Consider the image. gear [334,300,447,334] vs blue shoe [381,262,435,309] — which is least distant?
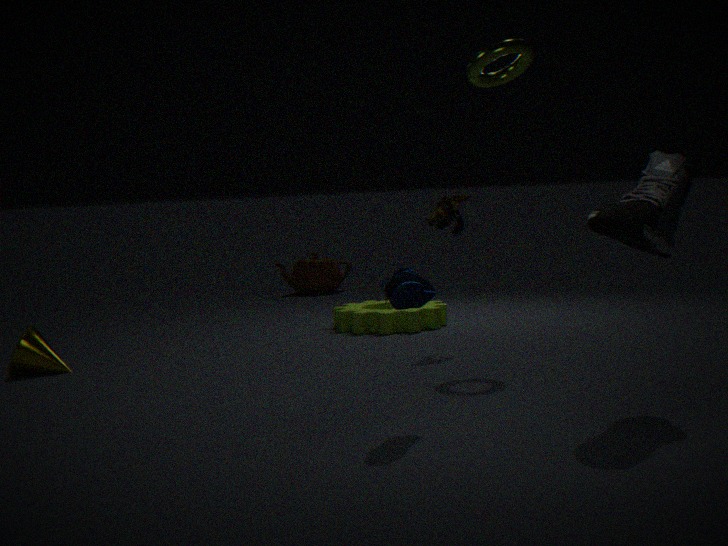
blue shoe [381,262,435,309]
